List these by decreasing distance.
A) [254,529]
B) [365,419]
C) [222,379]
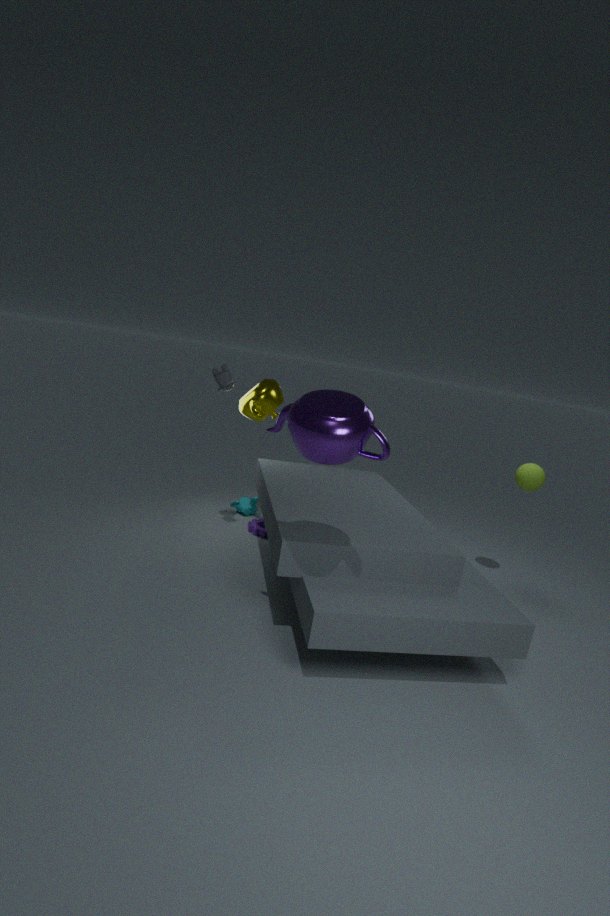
[254,529] < [222,379] < [365,419]
